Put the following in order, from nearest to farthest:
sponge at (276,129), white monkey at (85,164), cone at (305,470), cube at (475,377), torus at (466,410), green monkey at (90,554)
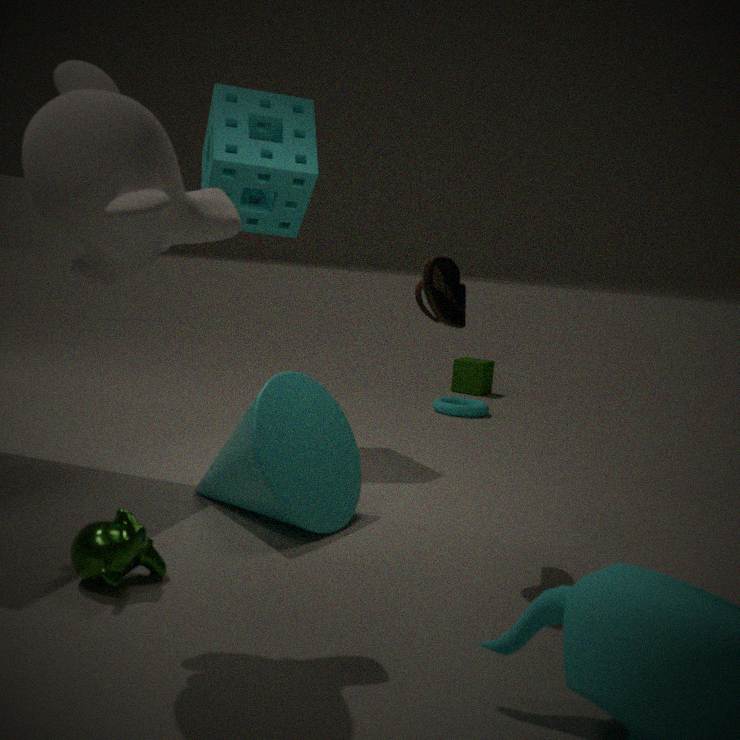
white monkey at (85,164), green monkey at (90,554), cone at (305,470), sponge at (276,129), torus at (466,410), cube at (475,377)
